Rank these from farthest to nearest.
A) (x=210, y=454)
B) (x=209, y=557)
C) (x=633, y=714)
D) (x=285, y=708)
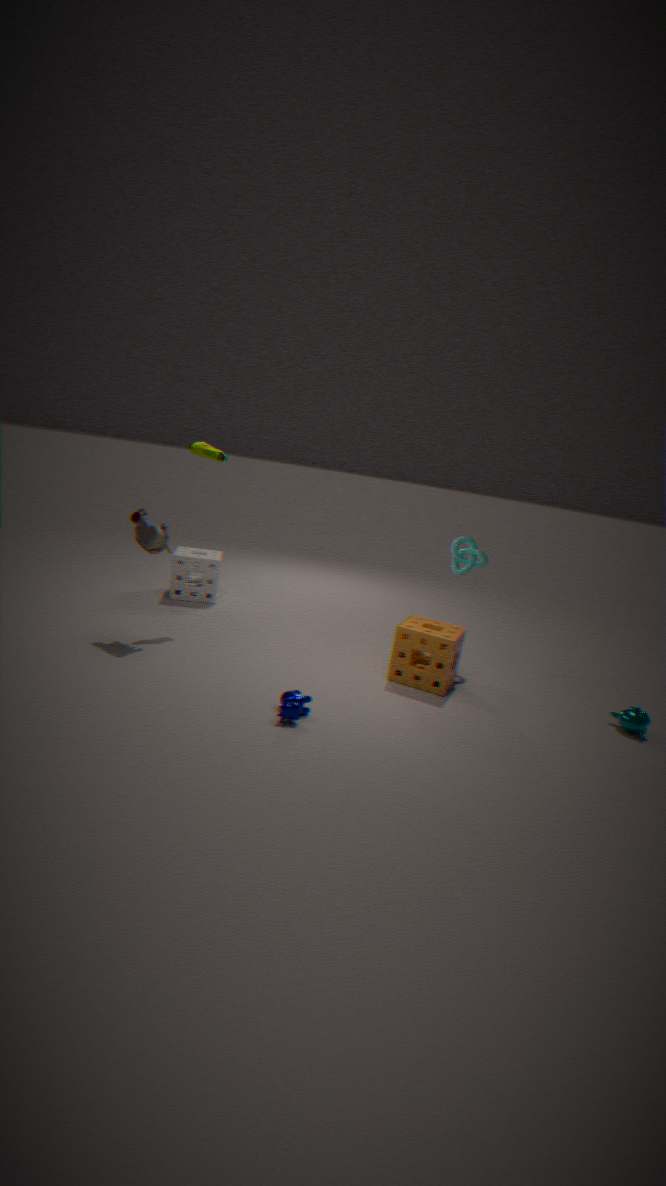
(x=209, y=557) → (x=210, y=454) → (x=633, y=714) → (x=285, y=708)
